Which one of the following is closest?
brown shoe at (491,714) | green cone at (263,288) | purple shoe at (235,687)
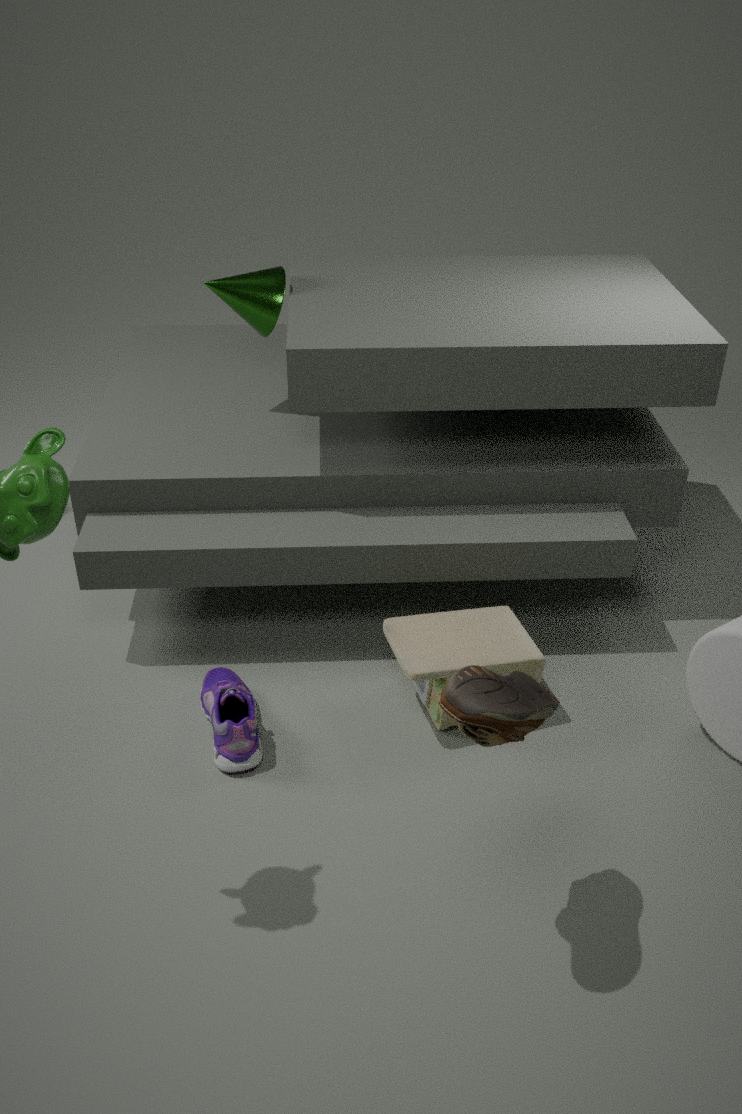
brown shoe at (491,714)
